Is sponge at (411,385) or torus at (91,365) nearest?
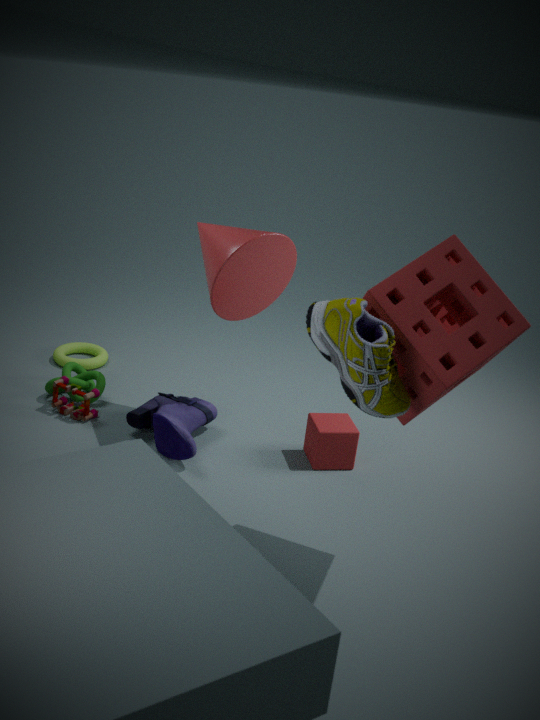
sponge at (411,385)
